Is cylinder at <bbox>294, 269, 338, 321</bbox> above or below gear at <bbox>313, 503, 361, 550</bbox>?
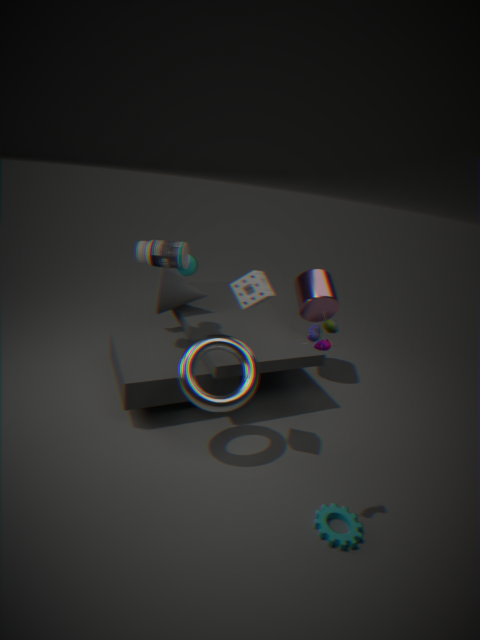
above
